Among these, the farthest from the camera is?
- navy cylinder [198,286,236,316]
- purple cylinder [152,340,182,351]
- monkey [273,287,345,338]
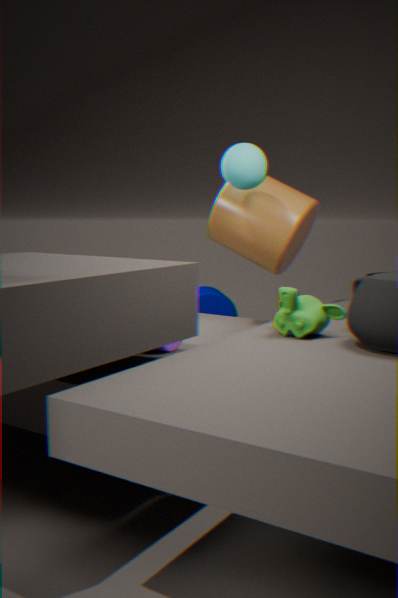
navy cylinder [198,286,236,316]
